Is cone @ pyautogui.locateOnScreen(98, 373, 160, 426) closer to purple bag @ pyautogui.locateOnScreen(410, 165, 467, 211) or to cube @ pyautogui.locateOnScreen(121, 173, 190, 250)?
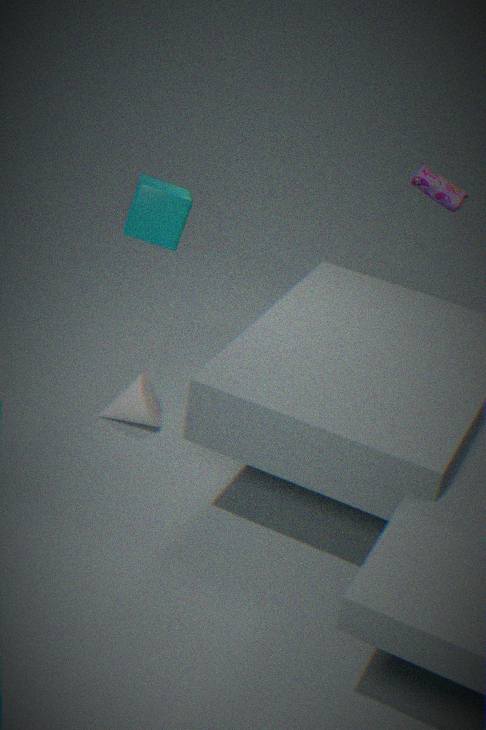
cube @ pyautogui.locateOnScreen(121, 173, 190, 250)
